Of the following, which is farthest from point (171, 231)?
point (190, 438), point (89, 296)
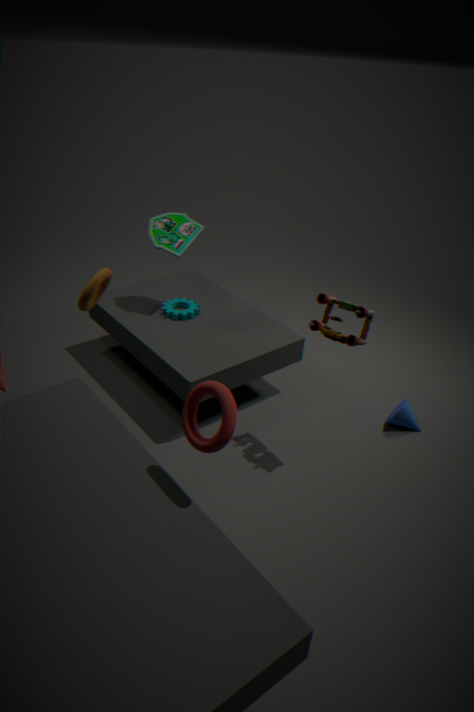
point (190, 438)
